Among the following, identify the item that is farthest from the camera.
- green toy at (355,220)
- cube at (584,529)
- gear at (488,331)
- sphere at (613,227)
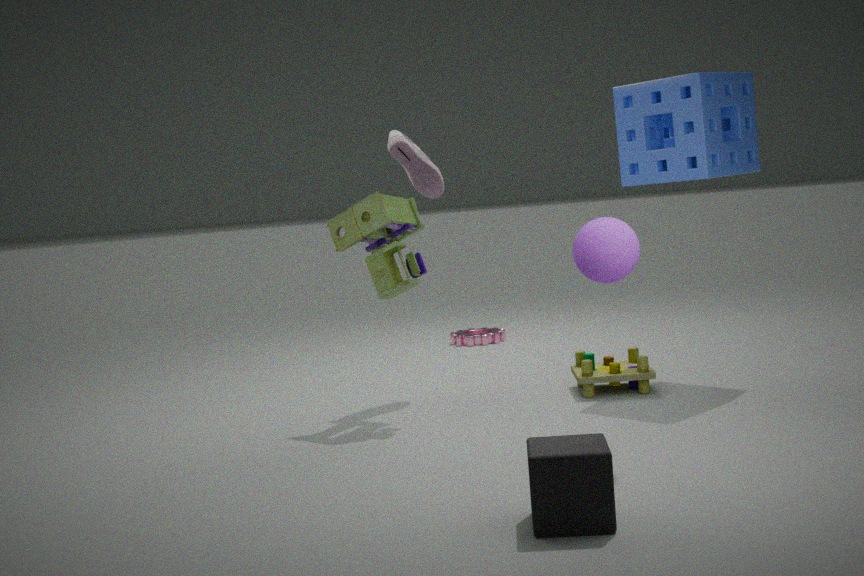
gear at (488,331)
